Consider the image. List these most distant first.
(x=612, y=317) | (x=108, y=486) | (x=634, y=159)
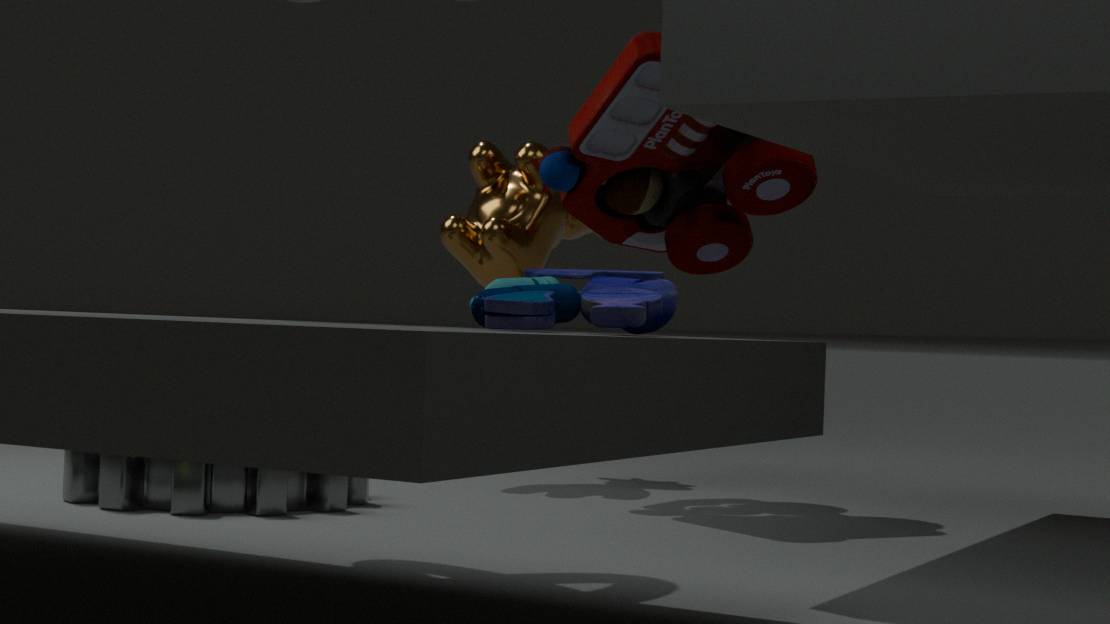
(x=634, y=159) < (x=108, y=486) < (x=612, y=317)
